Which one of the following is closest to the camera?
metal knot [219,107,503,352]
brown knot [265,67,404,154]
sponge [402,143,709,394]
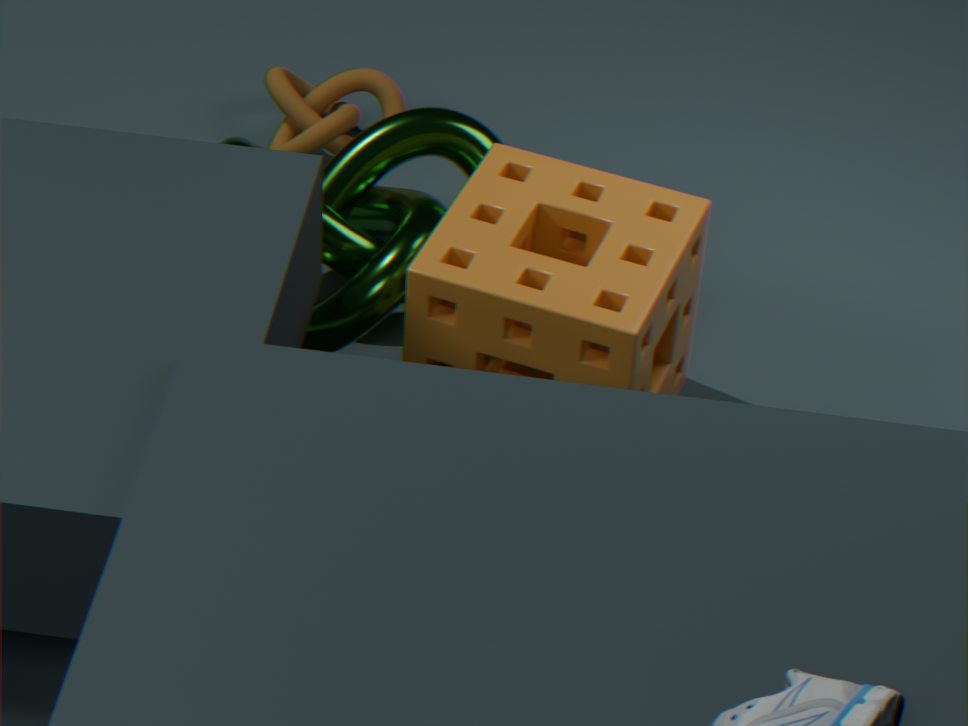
sponge [402,143,709,394]
